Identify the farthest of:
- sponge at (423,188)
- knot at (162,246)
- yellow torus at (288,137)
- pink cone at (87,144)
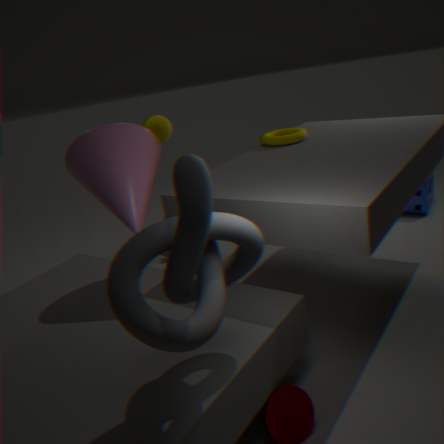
sponge at (423,188)
